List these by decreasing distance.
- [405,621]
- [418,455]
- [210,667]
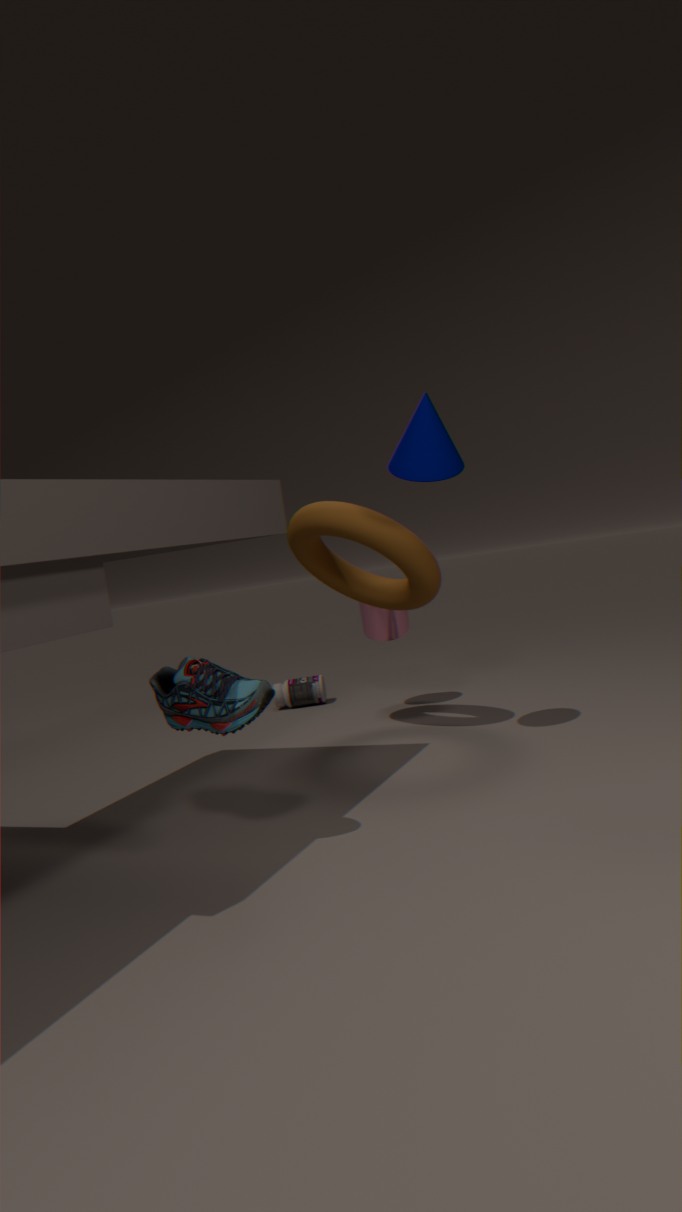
1. [405,621]
2. [418,455]
3. [210,667]
